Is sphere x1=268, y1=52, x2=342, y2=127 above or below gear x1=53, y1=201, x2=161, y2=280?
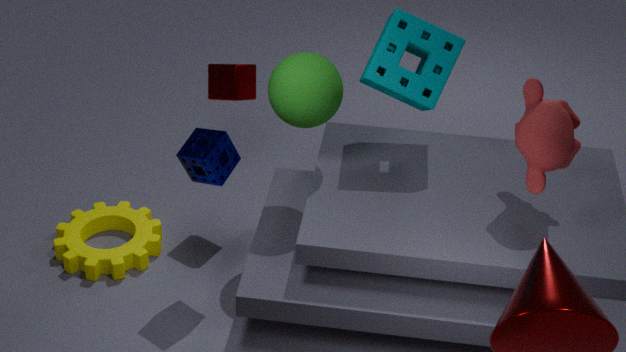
above
